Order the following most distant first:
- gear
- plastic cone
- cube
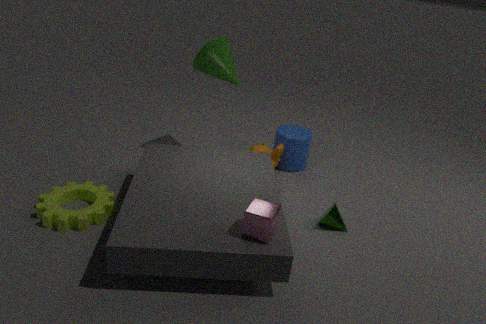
plastic cone
gear
cube
